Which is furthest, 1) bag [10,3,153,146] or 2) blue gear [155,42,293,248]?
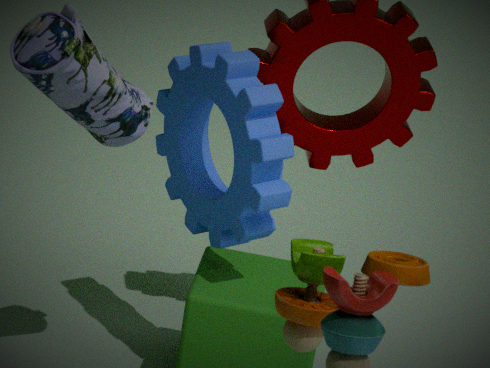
2. blue gear [155,42,293,248]
